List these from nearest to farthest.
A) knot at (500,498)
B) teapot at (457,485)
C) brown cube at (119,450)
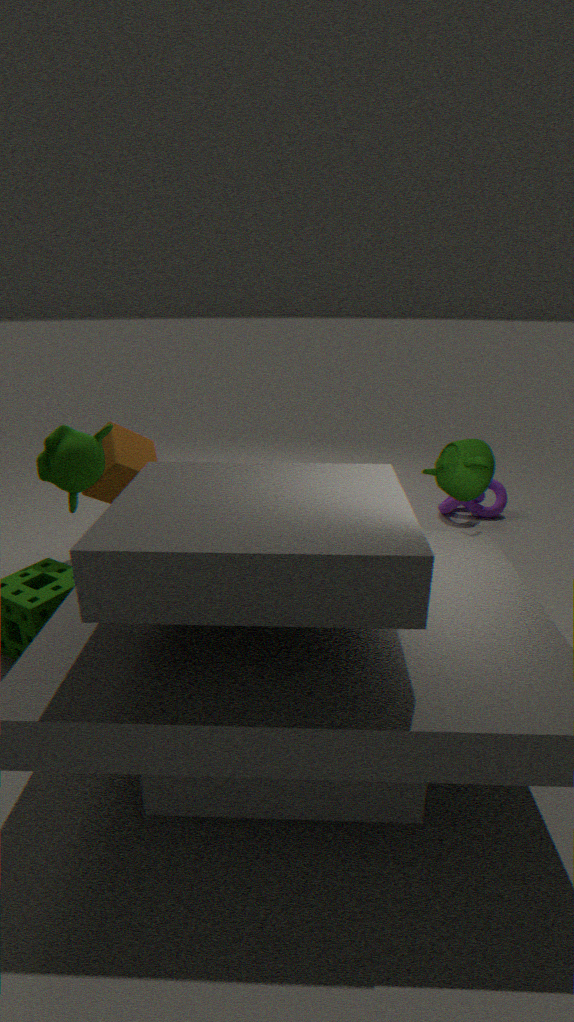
teapot at (457,485)
brown cube at (119,450)
knot at (500,498)
